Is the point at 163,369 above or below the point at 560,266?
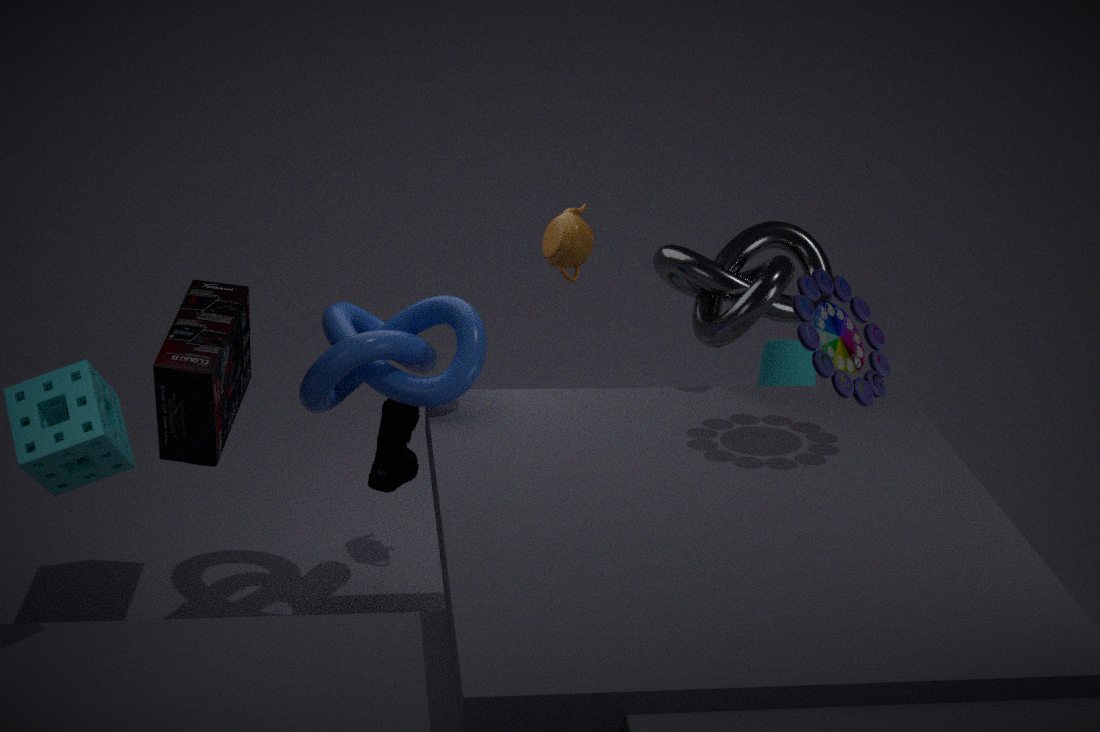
below
